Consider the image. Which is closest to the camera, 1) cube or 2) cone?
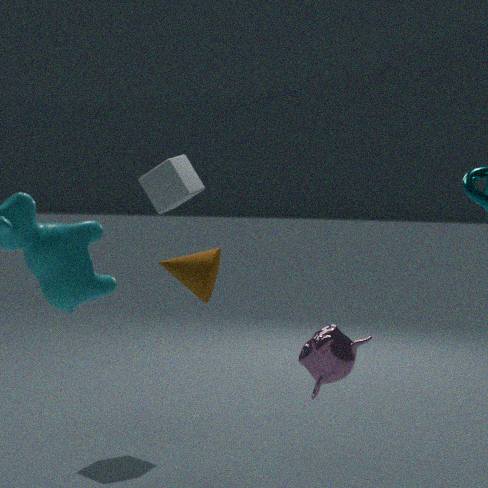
2. cone
